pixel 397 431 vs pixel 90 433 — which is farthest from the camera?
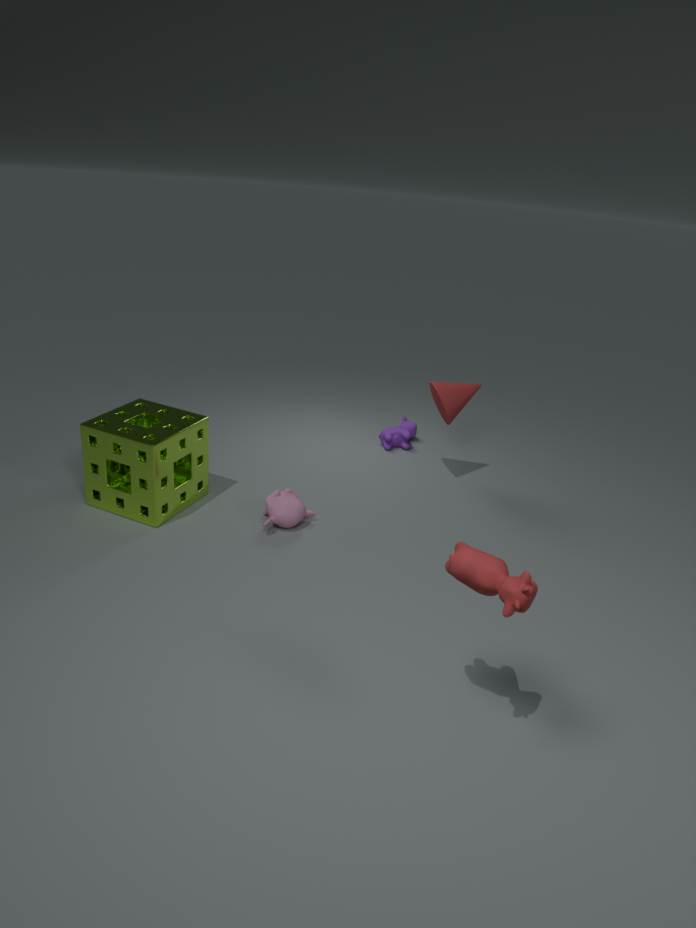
pixel 397 431
